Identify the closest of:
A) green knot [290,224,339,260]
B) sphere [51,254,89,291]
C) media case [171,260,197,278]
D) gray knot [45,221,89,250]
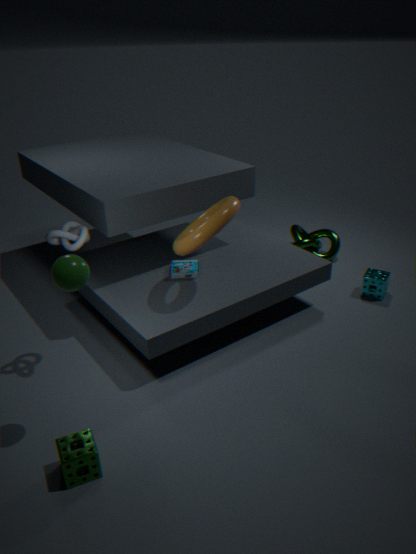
sphere [51,254,89,291]
